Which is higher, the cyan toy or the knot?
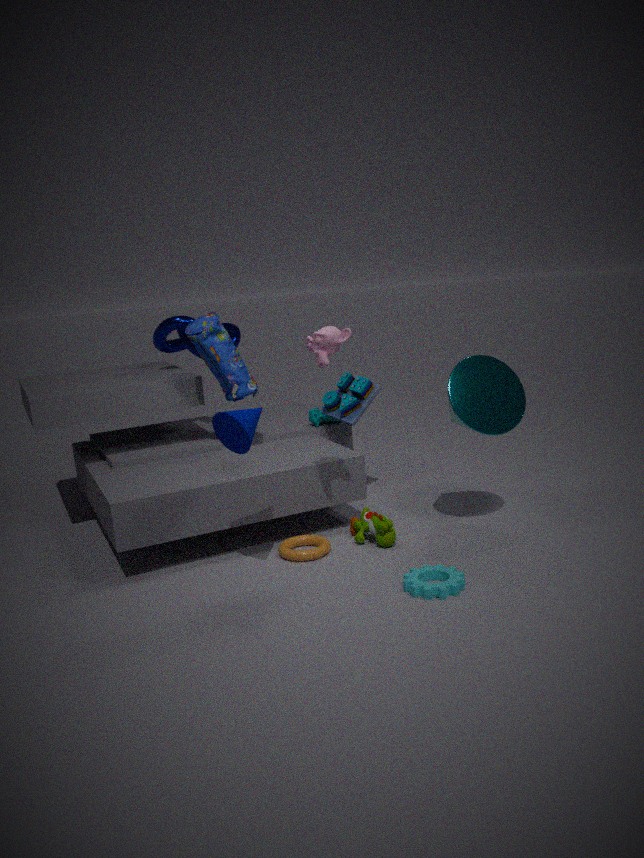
the knot
